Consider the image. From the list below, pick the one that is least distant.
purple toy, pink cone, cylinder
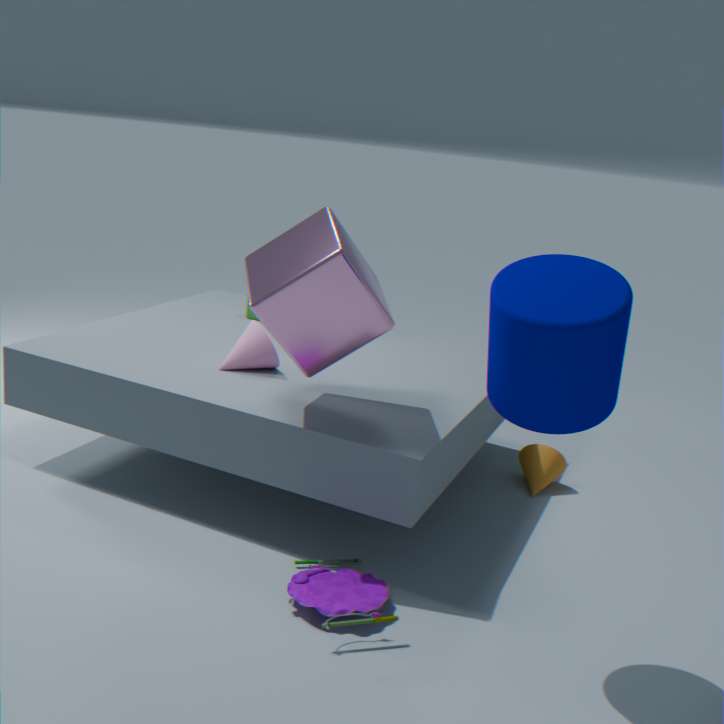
cylinder
